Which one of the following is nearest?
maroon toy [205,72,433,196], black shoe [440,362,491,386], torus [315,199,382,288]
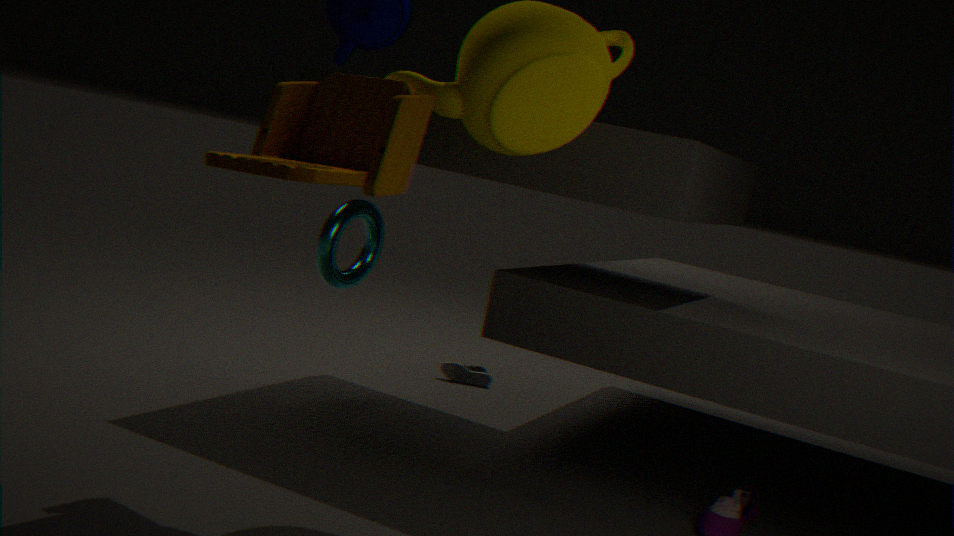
maroon toy [205,72,433,196]
